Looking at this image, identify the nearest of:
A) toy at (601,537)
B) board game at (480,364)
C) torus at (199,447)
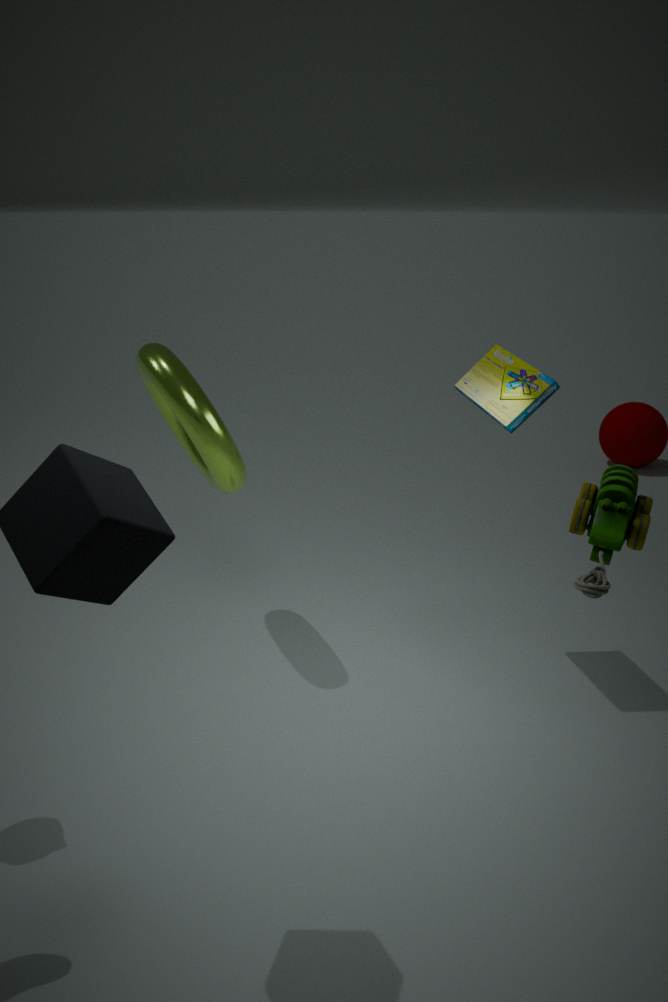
toy at (601,537)
